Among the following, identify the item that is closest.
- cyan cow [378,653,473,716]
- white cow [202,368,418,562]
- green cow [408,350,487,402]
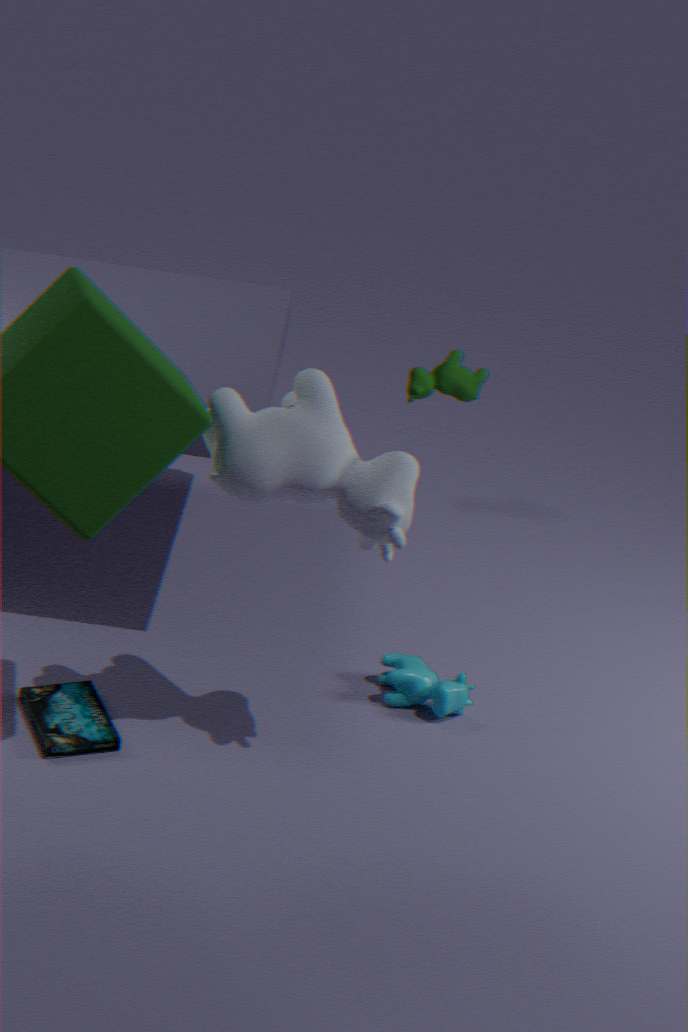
white cow [202,368,418,562]
